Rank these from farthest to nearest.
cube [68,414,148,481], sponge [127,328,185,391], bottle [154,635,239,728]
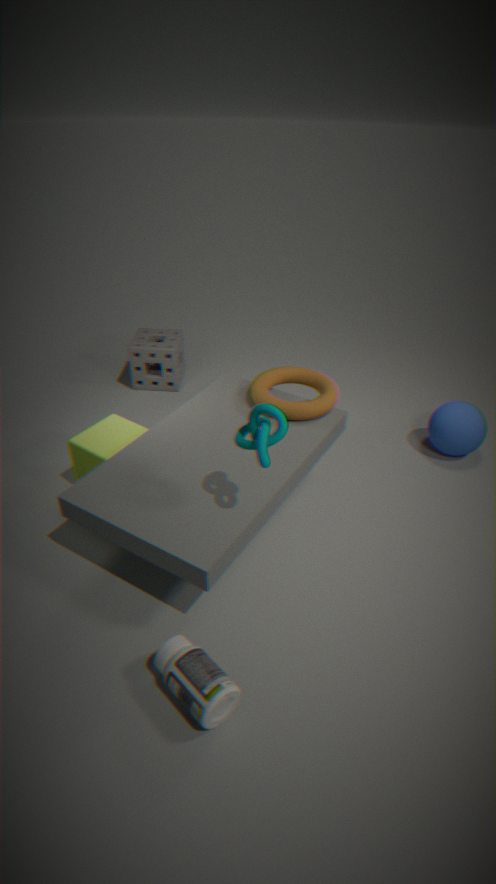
sponge [127,328,185,391], cube [68,414,148,481], bottle [154,635,239,728]
